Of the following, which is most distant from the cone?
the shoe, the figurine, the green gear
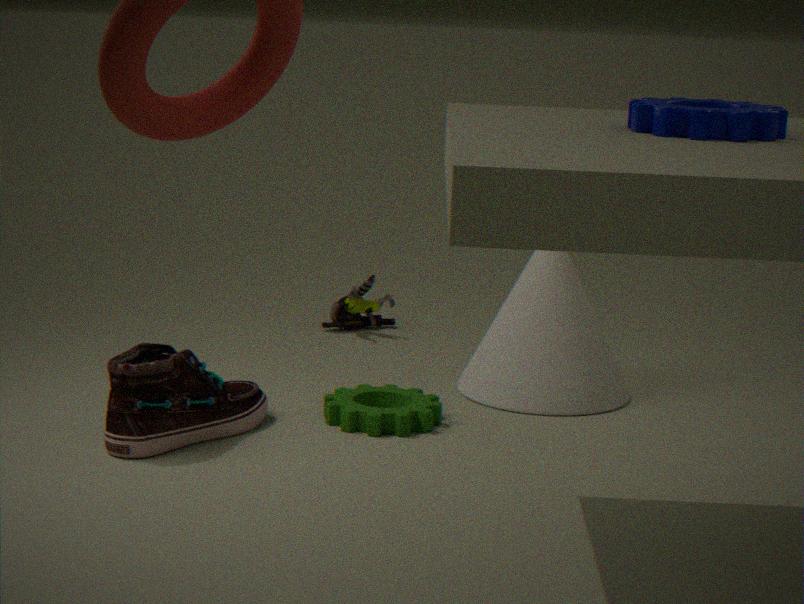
the shoe
